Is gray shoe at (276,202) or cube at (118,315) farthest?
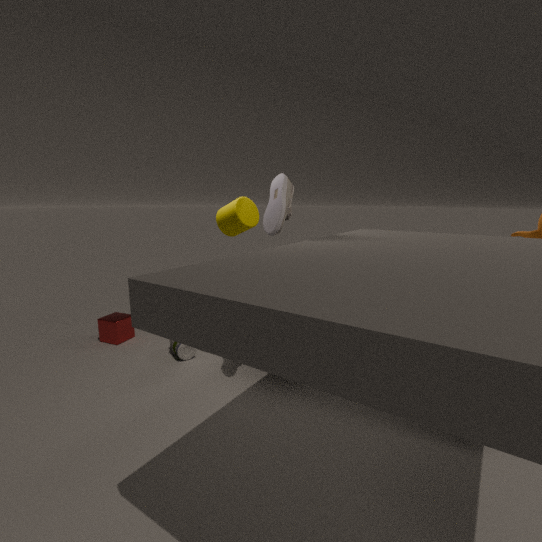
cube at (118,315)
